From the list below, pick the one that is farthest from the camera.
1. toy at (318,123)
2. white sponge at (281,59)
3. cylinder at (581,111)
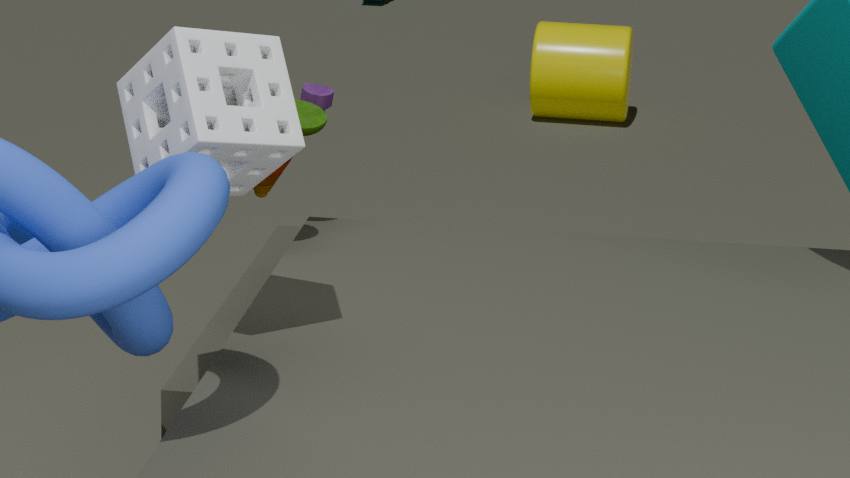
cylinder at (581,111)
